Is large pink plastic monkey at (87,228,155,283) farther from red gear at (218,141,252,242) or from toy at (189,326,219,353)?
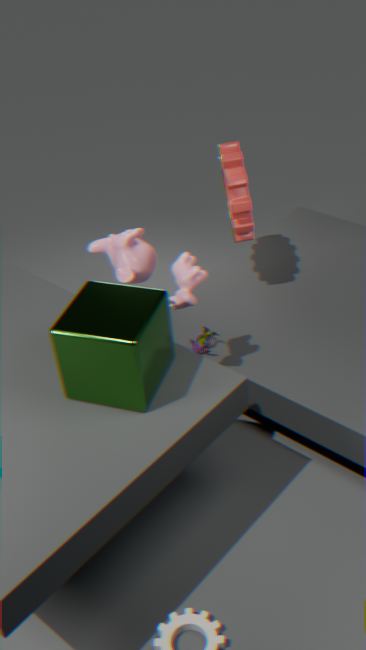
toy at (189,326,219,353)
